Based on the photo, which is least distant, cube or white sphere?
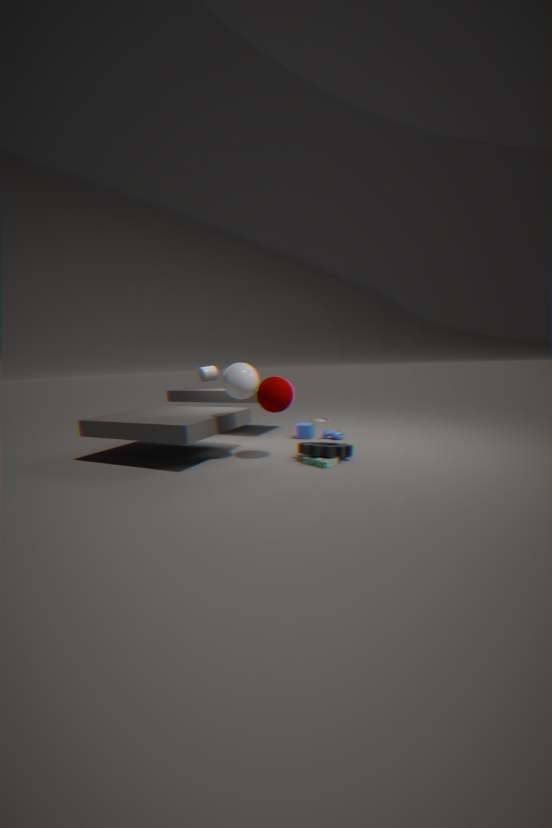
white sphere
